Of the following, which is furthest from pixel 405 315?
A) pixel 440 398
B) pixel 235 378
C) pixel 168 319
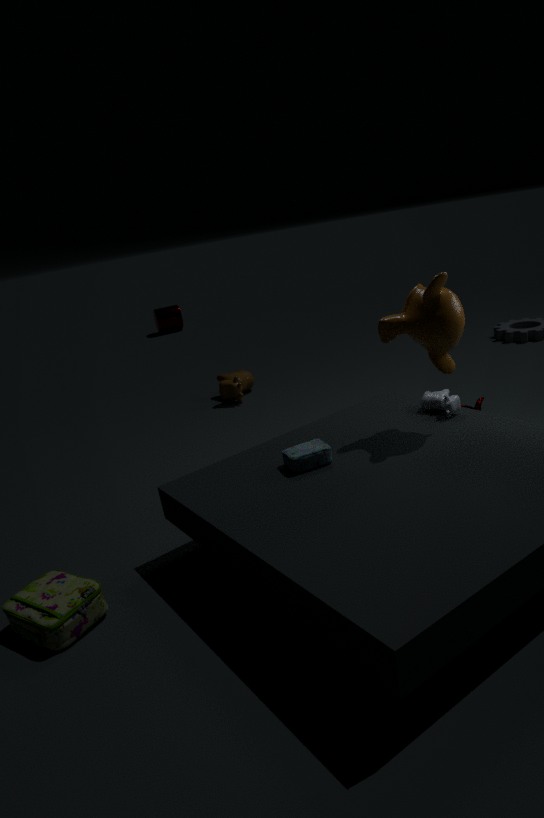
pixel 168 319
